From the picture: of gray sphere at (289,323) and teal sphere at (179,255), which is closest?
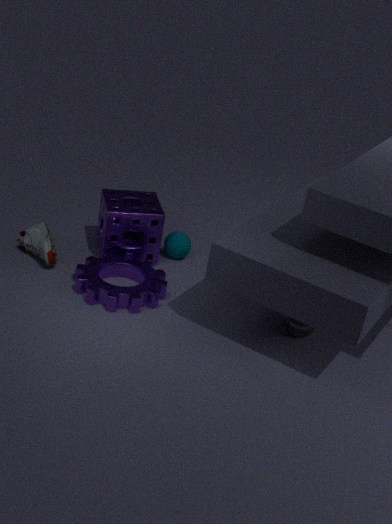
gray sphere at (289,323)
